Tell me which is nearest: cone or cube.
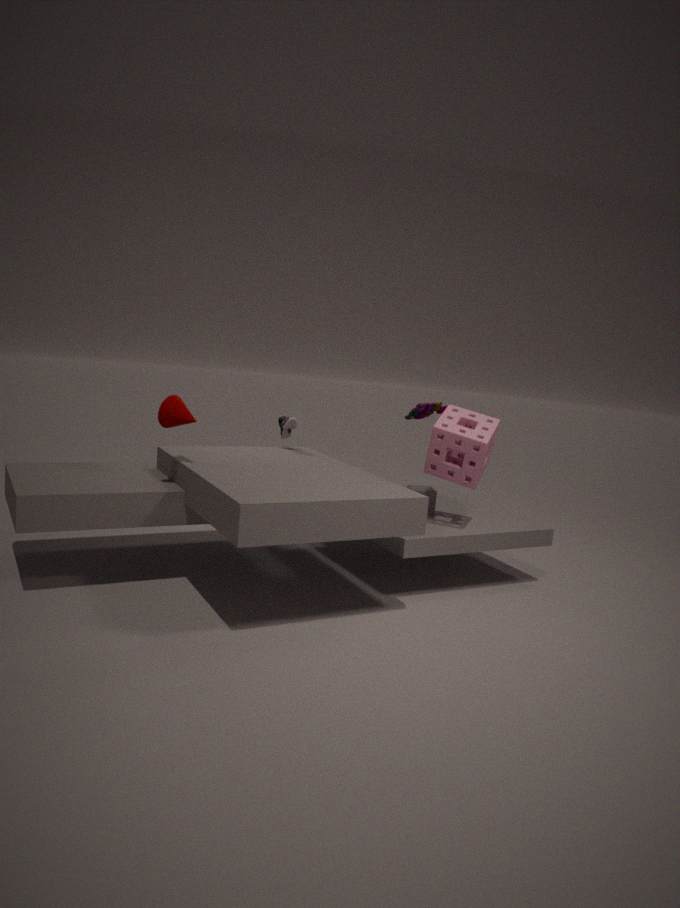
cone
